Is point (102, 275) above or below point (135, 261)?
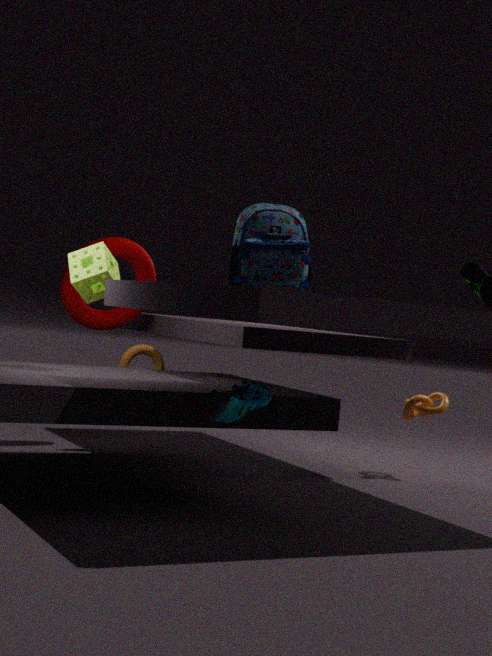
above
